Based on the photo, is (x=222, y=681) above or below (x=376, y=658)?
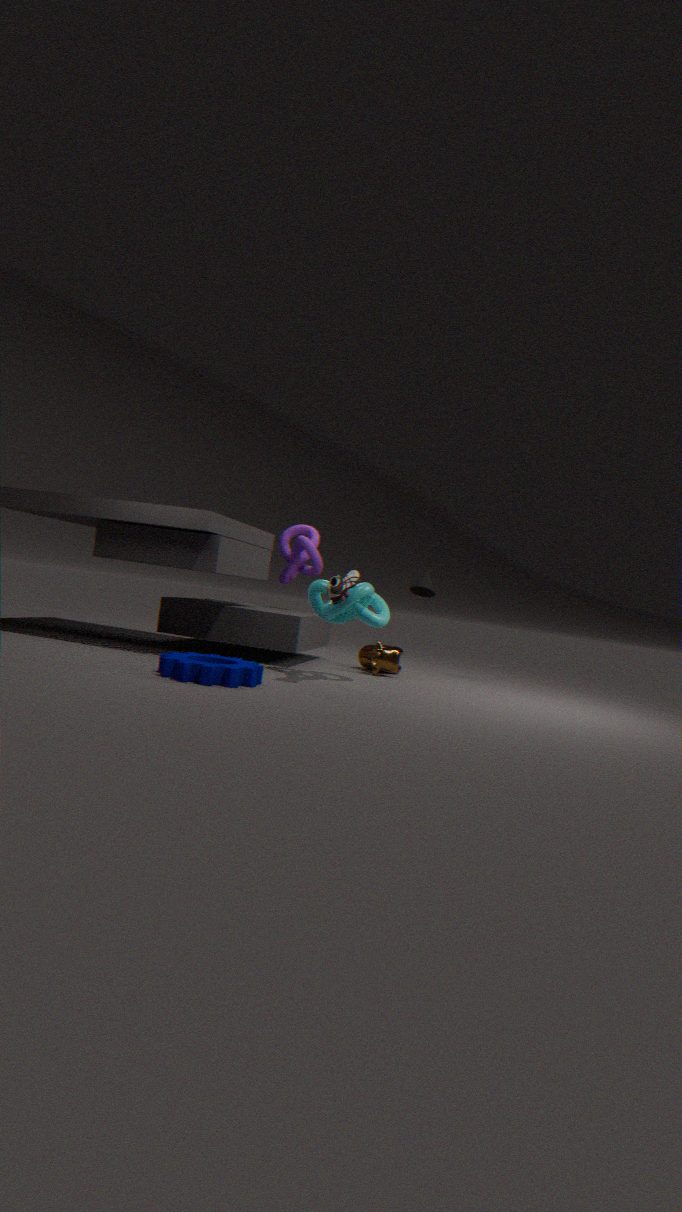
below
